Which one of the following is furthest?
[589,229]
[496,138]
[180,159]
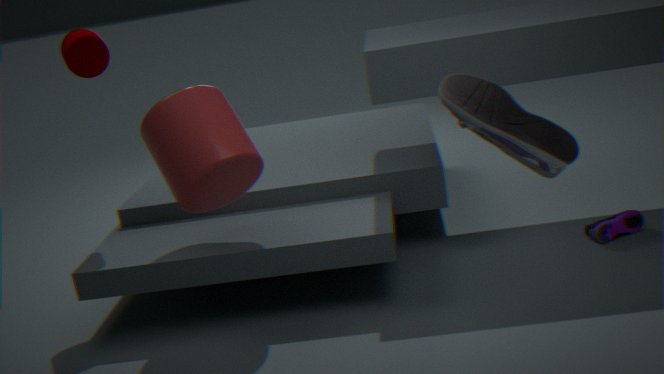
[589,229]
